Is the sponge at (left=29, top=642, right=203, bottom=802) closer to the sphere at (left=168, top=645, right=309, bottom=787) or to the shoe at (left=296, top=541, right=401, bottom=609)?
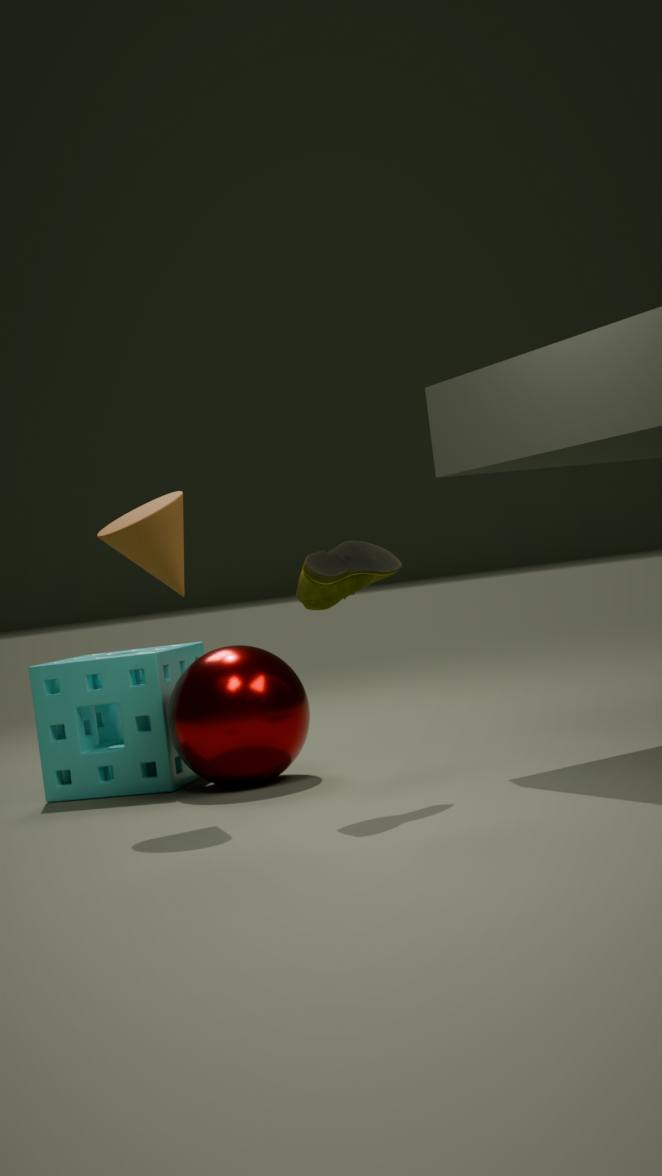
the sphere at (left=168, top=645, right=309, bottom=787)
